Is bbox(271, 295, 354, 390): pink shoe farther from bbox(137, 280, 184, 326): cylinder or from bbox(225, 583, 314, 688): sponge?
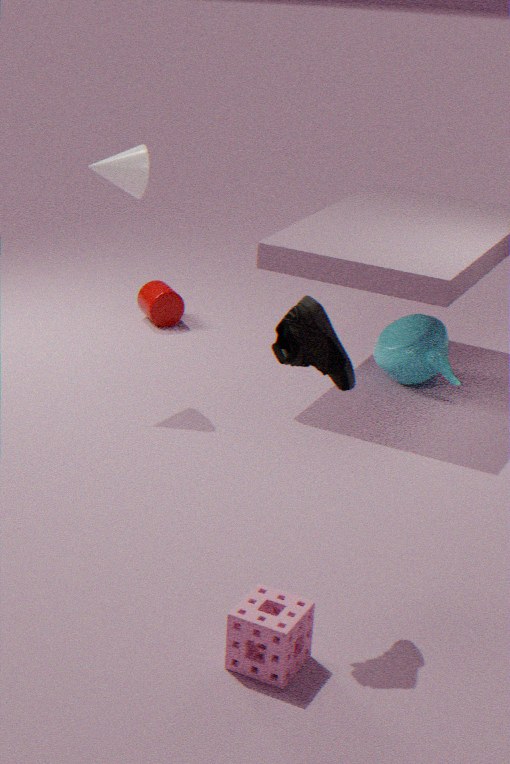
bbox(137, 280, 184, 326): cylinder
